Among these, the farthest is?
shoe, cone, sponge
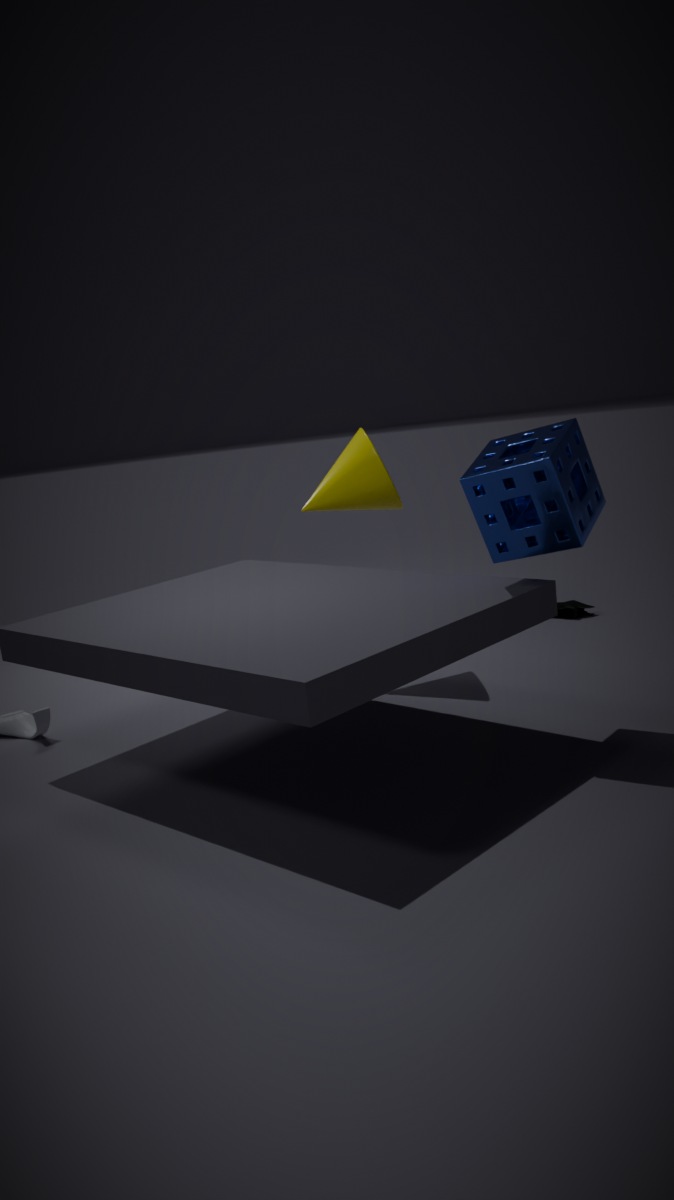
shoe
